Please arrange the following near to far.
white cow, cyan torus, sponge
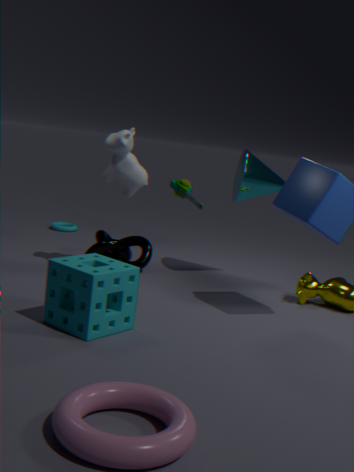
sponge
white cow
cyan torus
